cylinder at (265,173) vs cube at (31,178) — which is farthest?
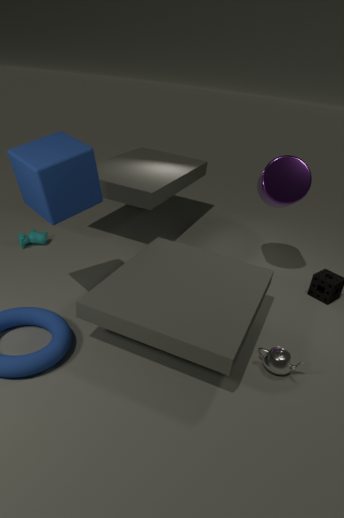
cylinder at (265,173)
